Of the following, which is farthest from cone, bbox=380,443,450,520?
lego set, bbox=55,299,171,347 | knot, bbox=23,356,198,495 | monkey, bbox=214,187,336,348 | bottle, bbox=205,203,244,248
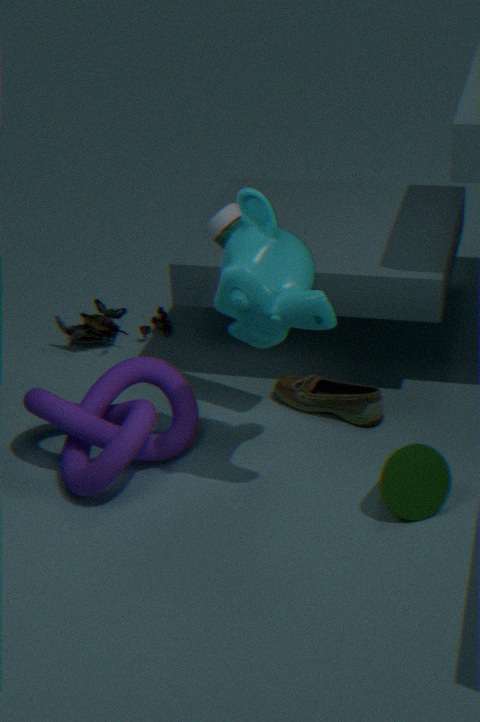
lego set, bbox=55,299,171,347
